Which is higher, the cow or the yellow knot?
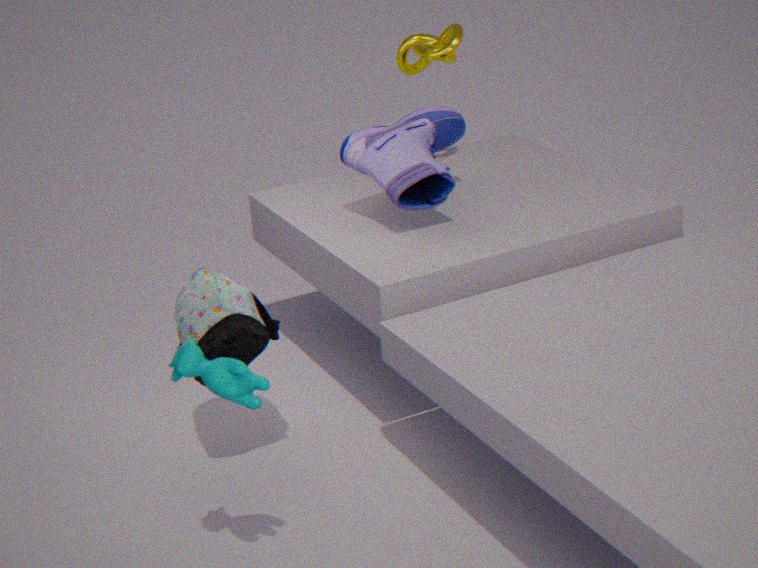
the yellow knot
